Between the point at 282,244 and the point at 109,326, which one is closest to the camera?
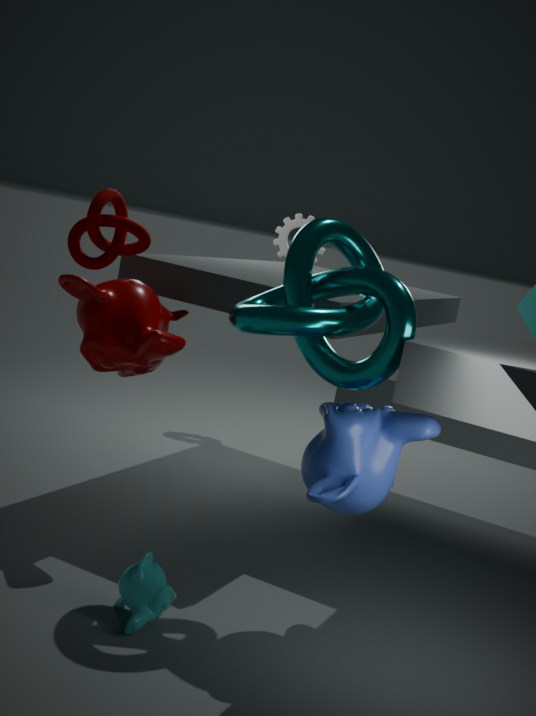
the point at 109,326
